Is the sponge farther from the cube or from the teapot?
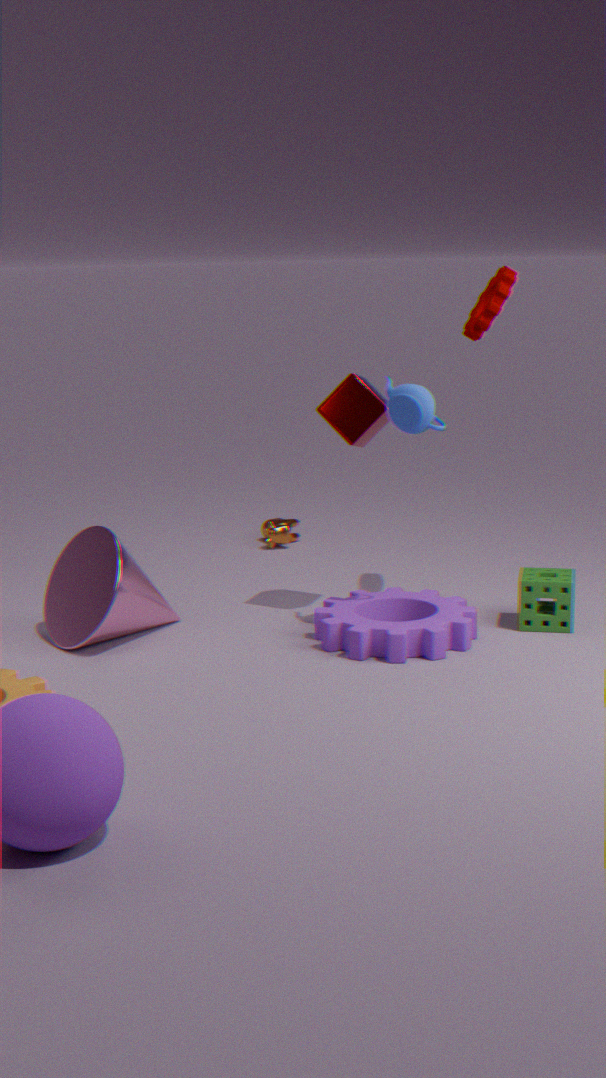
the cube
